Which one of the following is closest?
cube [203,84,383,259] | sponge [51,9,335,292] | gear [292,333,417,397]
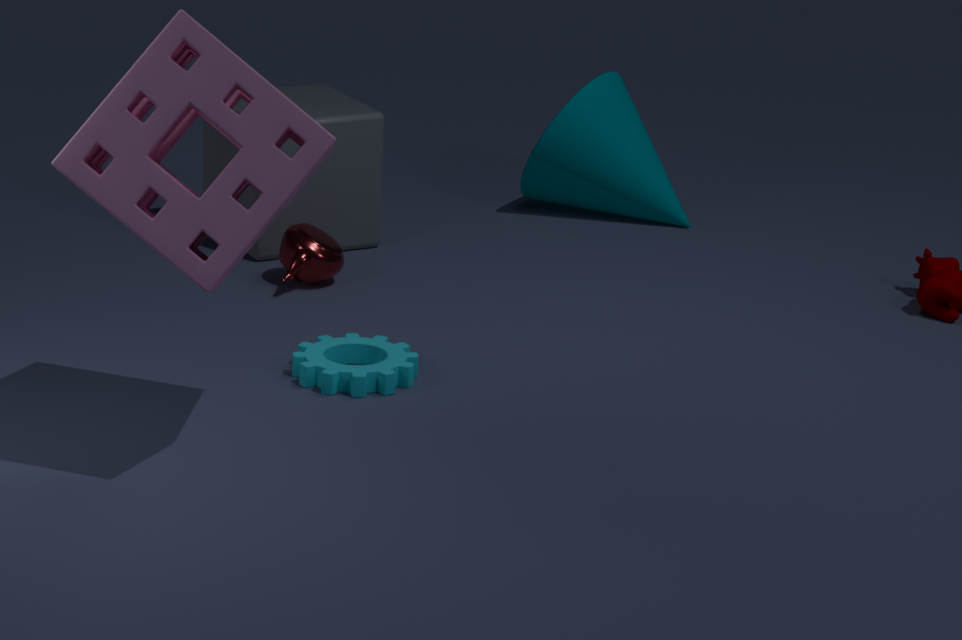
sponge [51,9,335,292]
